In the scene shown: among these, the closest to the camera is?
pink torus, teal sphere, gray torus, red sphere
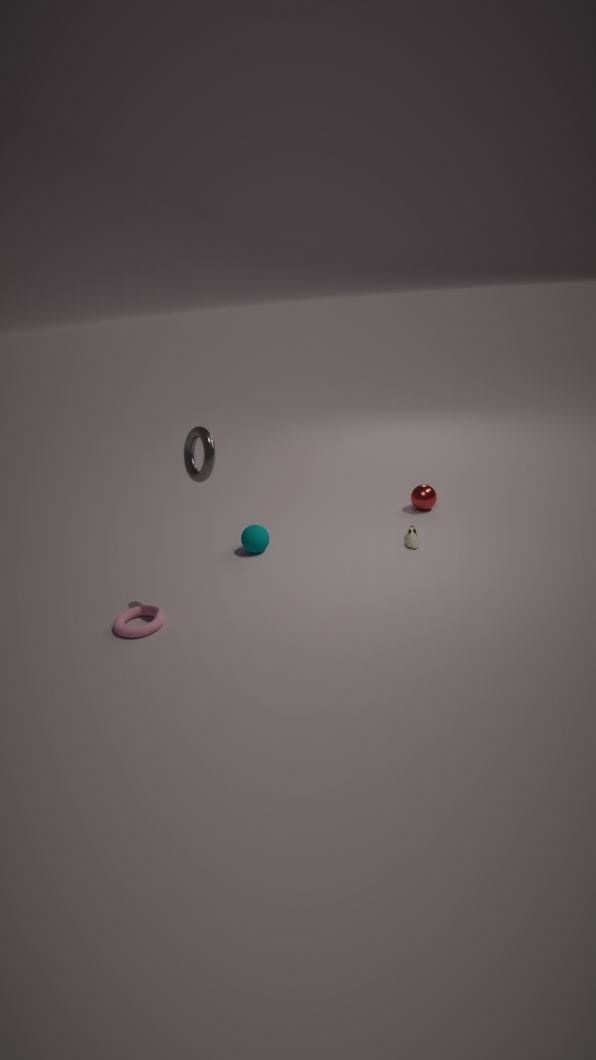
gray torus
